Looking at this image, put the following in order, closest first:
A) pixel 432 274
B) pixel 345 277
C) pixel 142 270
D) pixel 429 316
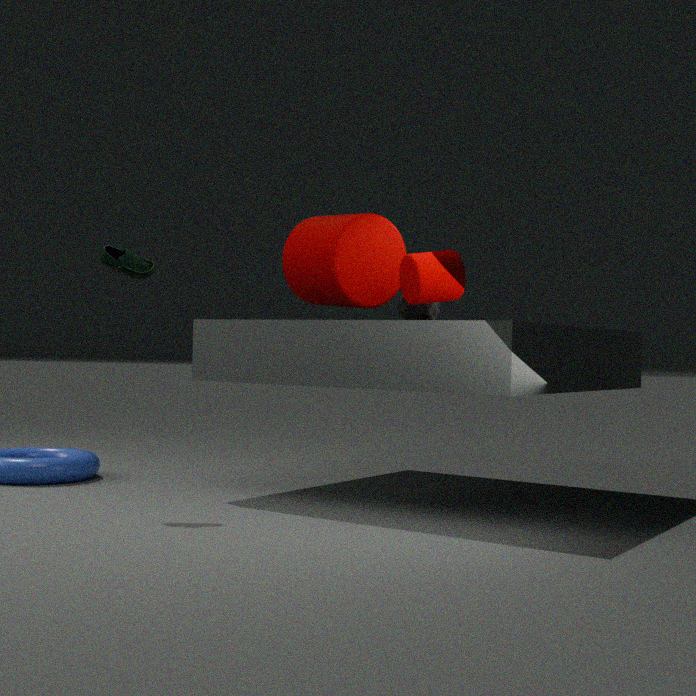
pixel 432 274 → pixel 142 270 → pixel 429 316 → pixel 345 277
